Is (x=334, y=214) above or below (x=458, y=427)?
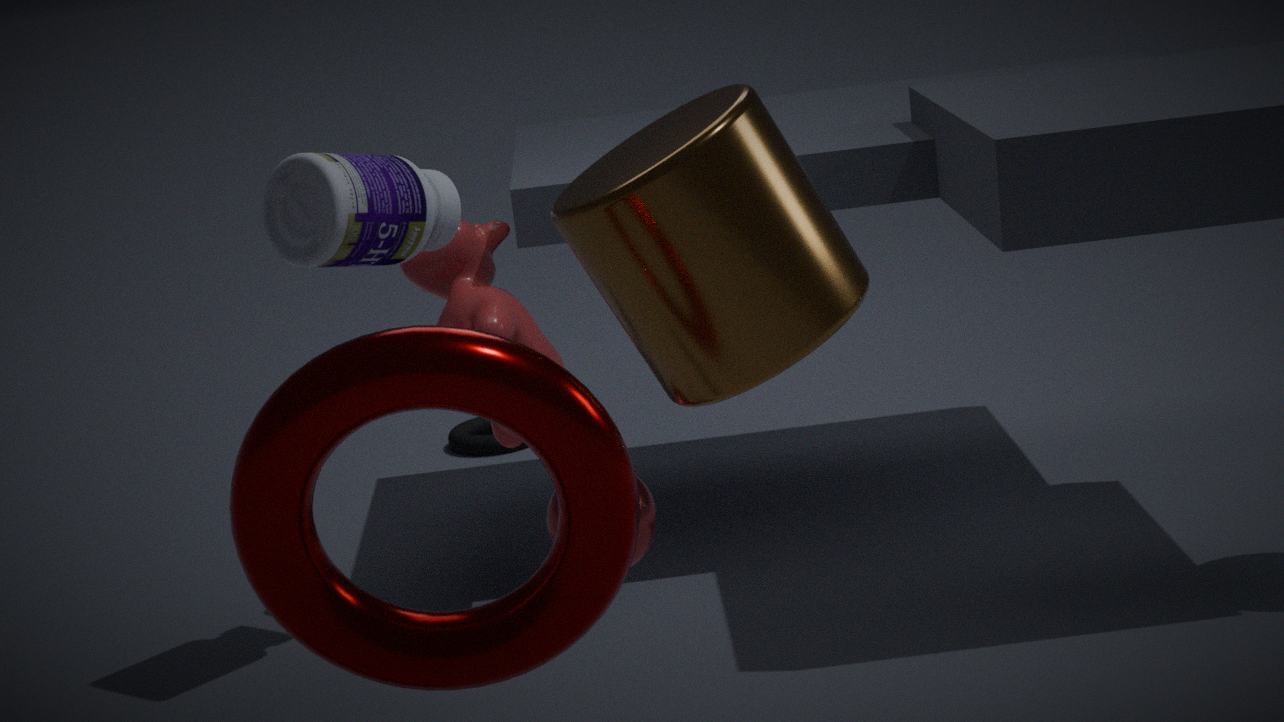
above
